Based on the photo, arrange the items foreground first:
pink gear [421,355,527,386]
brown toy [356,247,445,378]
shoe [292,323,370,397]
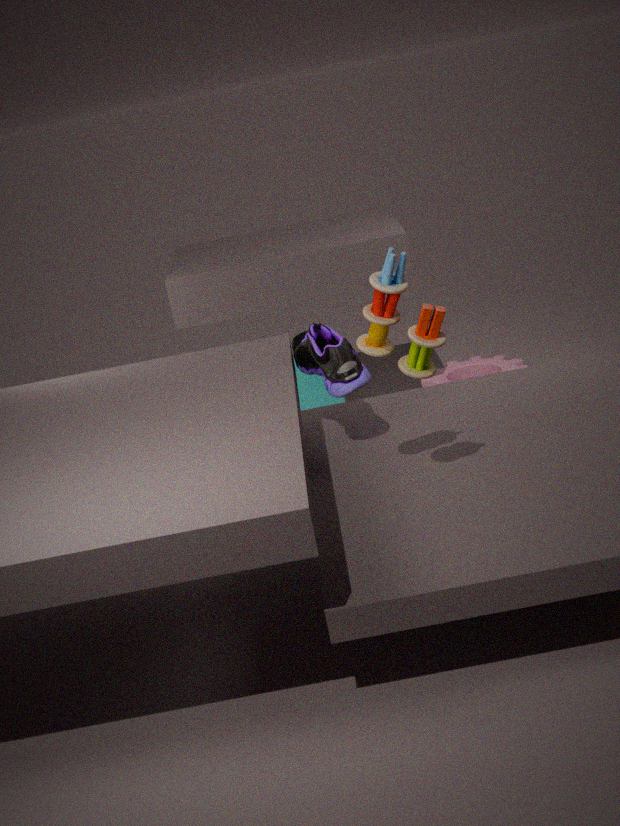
brown toy [356,247,445,378] < shoe [292,323,370,397] < pink gear [421,355,527,386]
